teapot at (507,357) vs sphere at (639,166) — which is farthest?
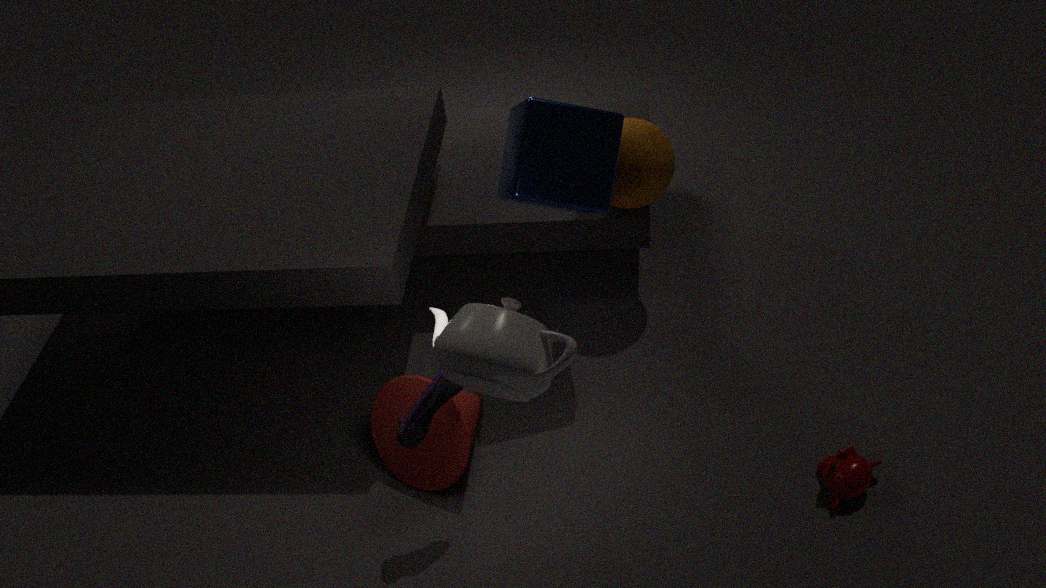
sphere at (639,166)
